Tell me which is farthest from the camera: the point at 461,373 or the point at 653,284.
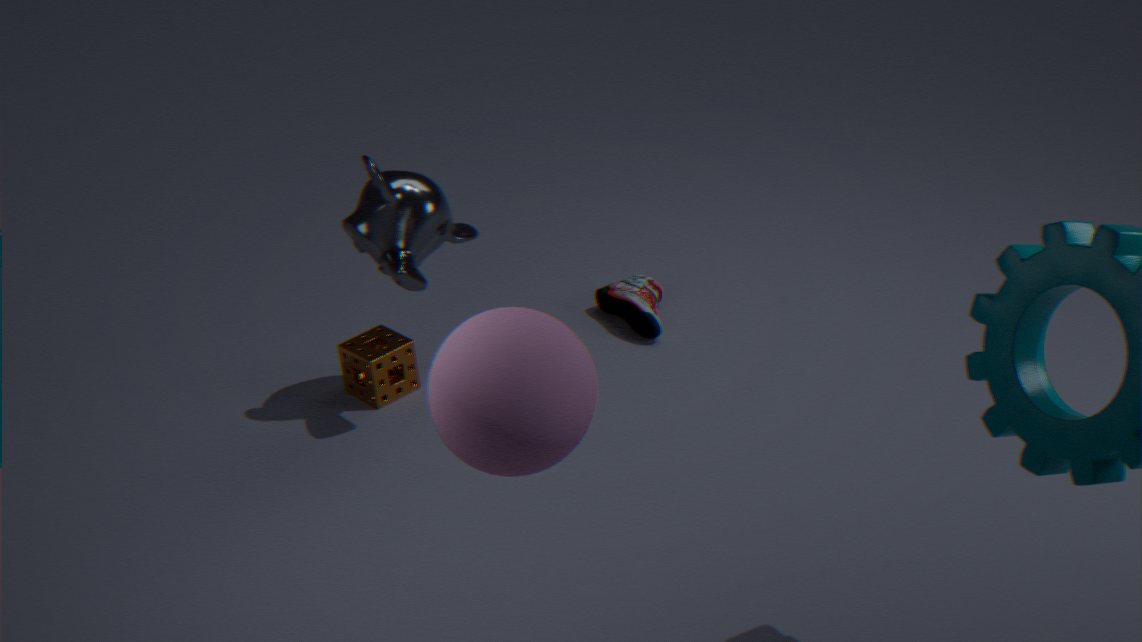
the point at 653,284
